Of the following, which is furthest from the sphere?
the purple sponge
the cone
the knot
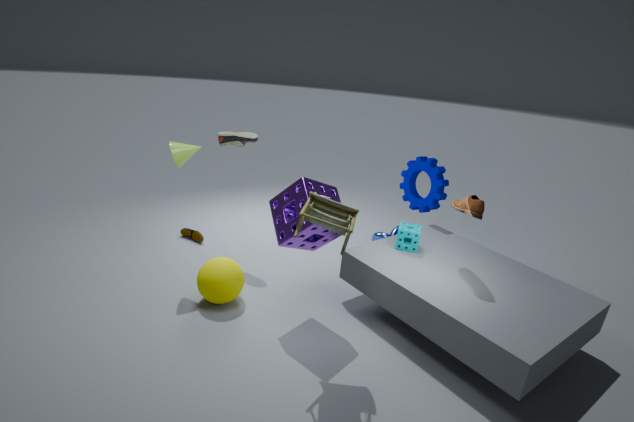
the knot
